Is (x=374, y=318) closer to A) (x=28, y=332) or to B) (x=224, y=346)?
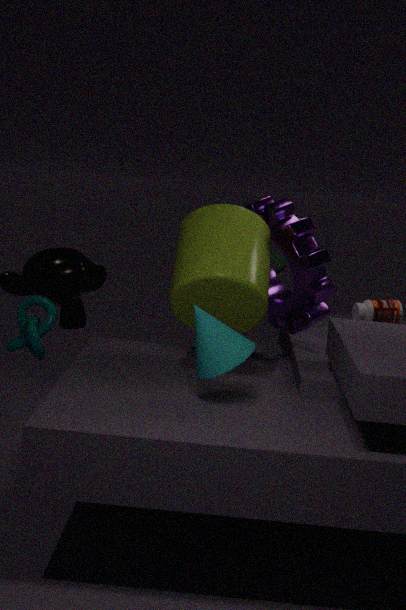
B) (x=224, y=346)
